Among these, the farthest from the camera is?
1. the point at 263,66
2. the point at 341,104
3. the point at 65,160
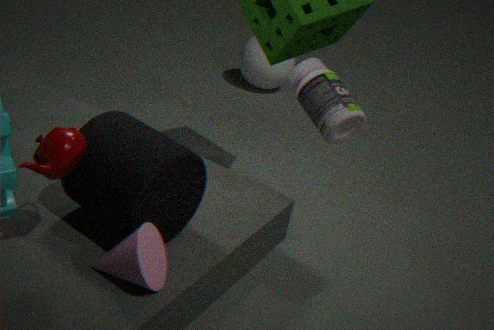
the point at 263,66
